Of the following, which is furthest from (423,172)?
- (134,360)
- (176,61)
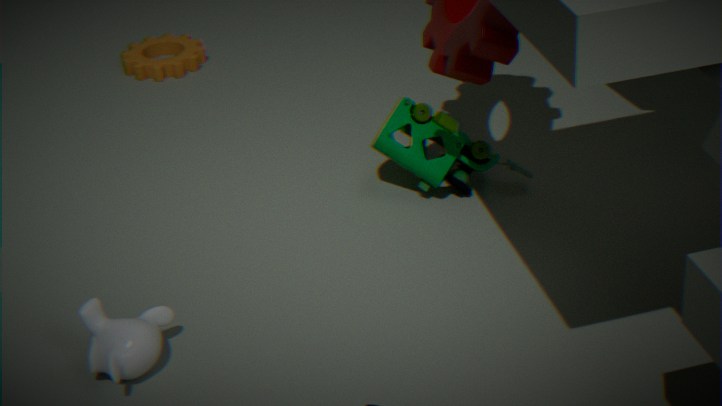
(176,61)
